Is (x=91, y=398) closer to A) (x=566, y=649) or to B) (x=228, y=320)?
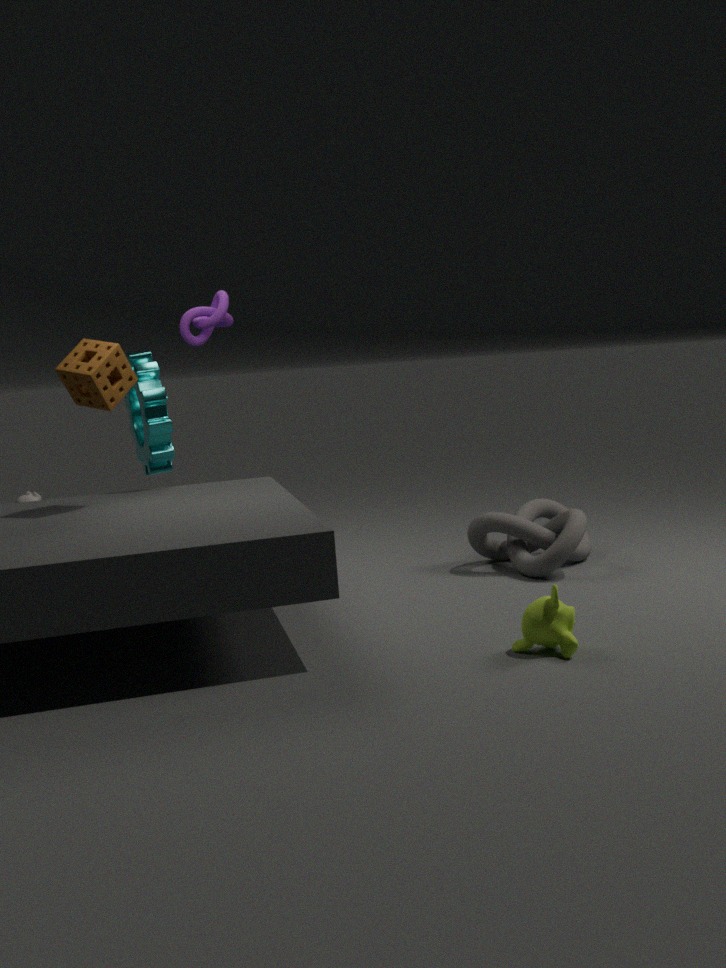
B) (x=228, y=320)
